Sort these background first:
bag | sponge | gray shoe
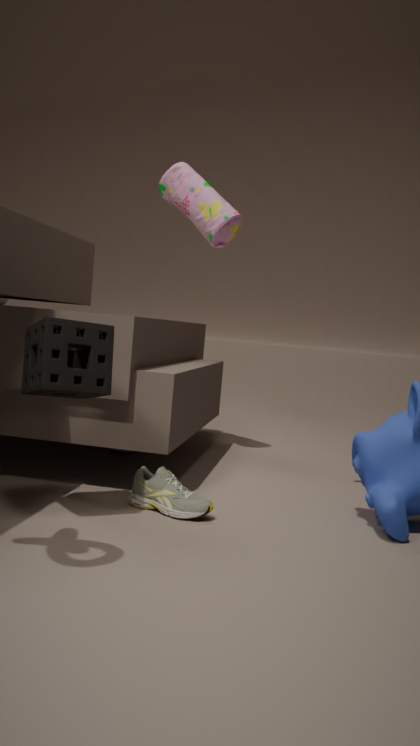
bag
gray shoe
sponge
